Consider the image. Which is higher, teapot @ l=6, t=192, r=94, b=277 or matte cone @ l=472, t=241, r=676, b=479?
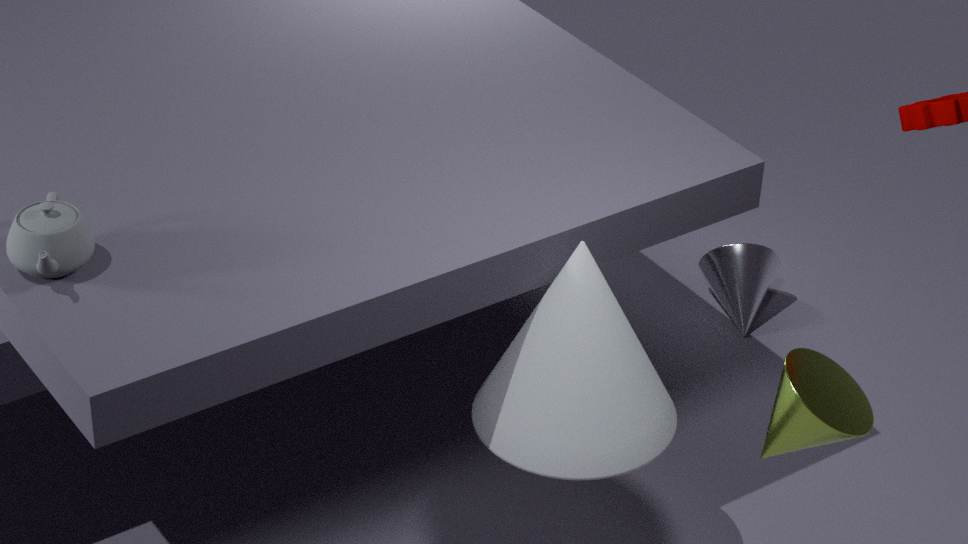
teapot @ l=6, t=192, r=94, b=277
